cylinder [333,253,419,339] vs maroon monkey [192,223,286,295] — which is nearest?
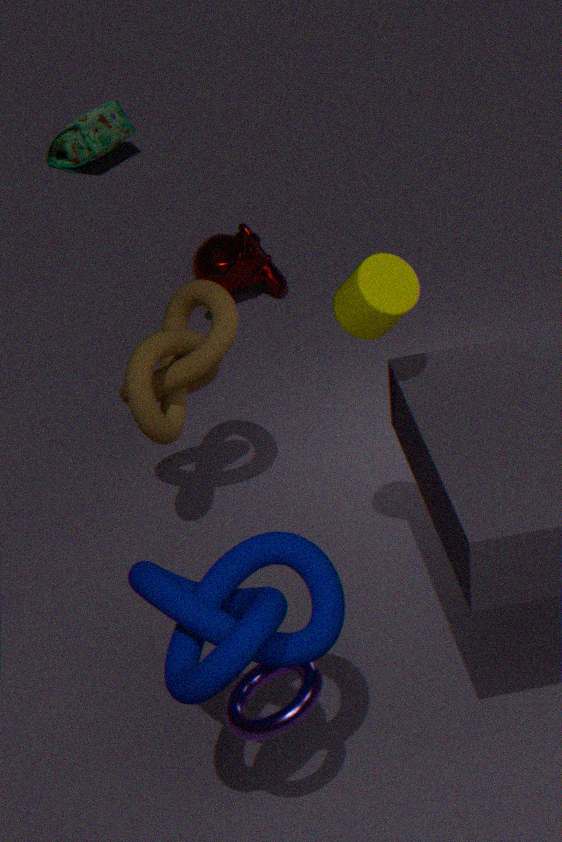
cylinder [333,253,419,339]
